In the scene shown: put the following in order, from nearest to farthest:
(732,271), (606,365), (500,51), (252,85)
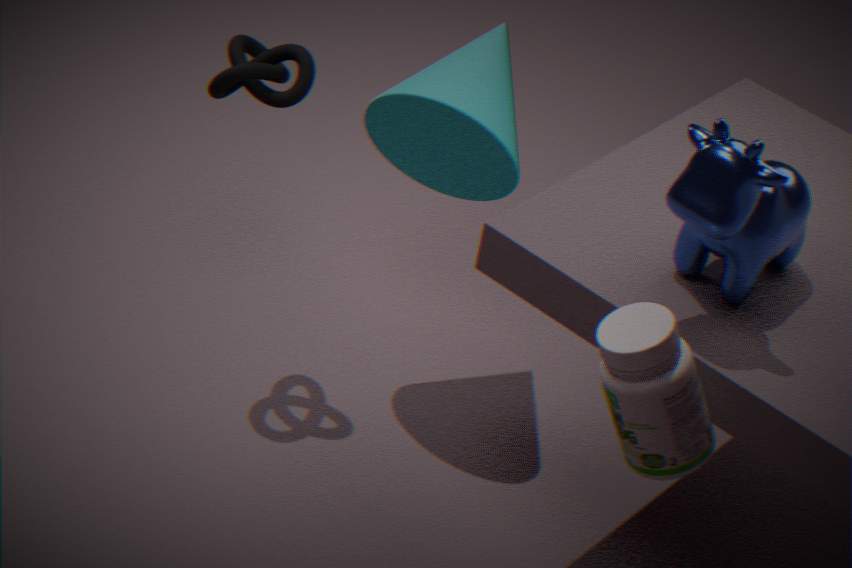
(606,365), (732,271), (252,85), (500,51)
